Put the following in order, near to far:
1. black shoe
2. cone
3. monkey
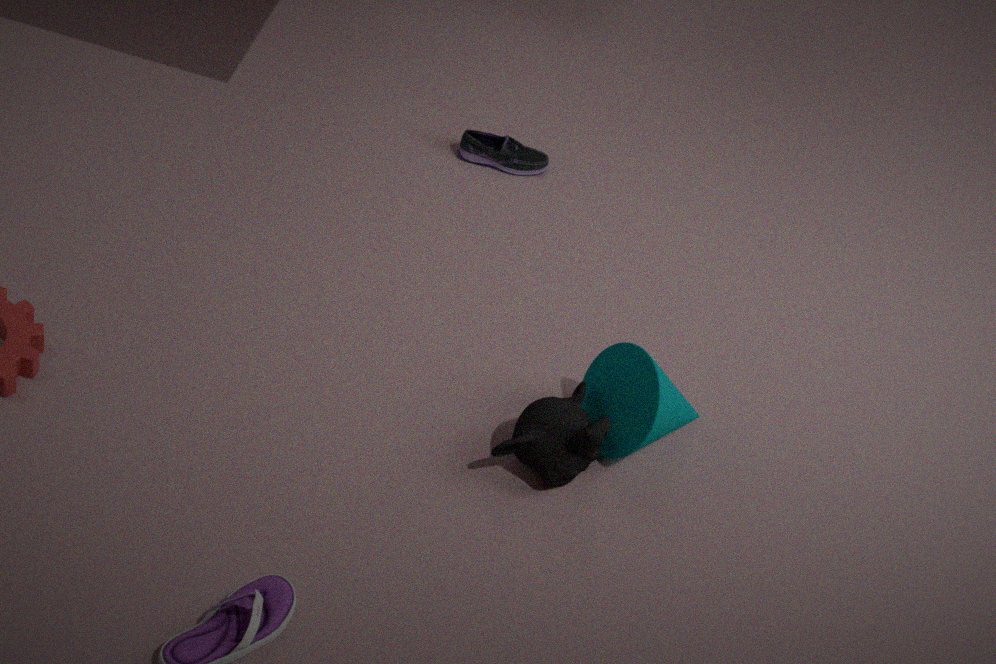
monkey → cone → black shoe
